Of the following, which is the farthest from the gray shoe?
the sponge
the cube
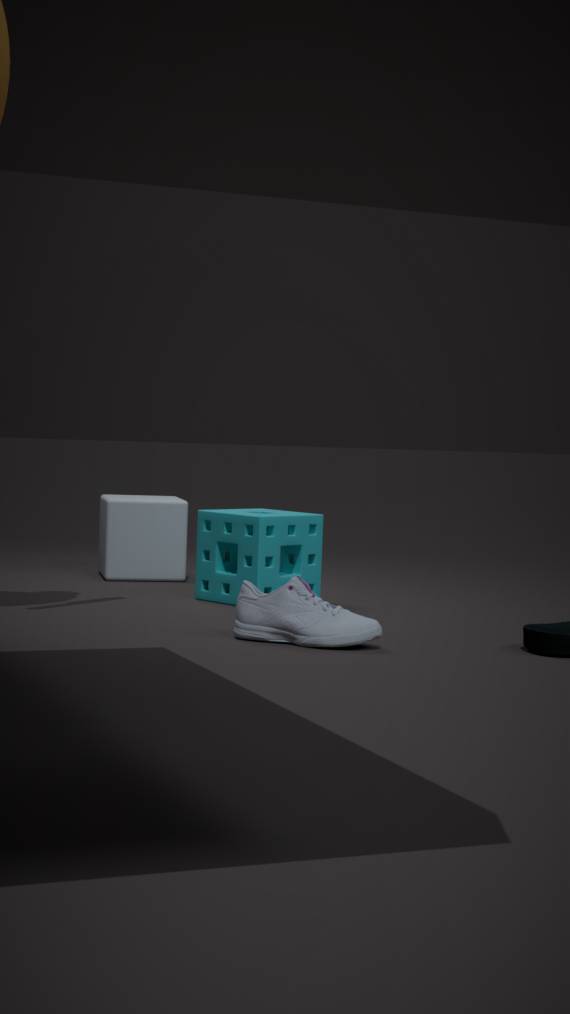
the cube
